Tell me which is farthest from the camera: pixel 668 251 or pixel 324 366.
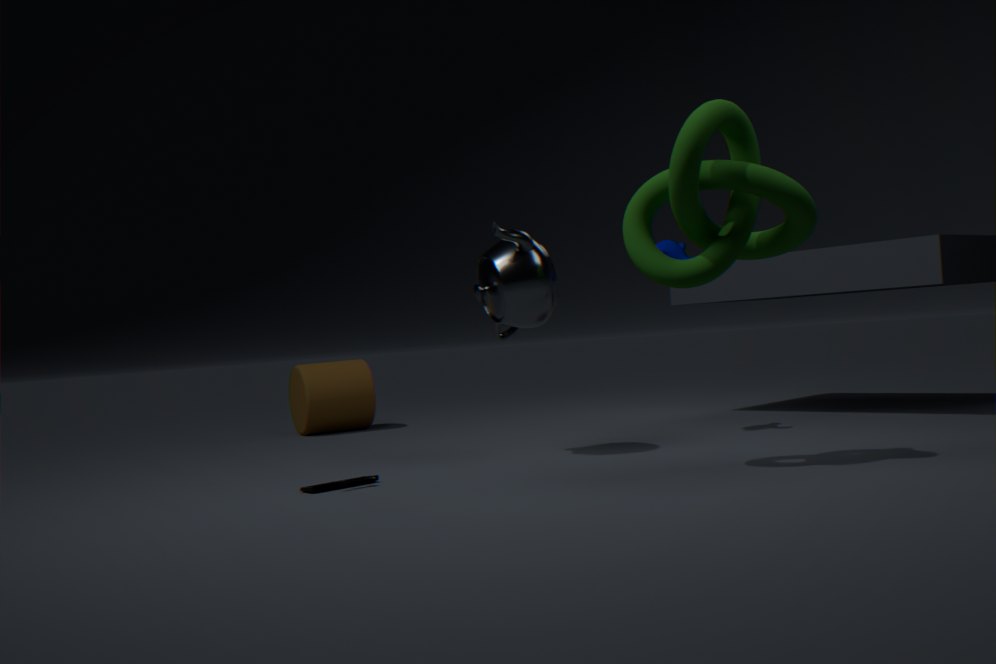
pixel 324 366
